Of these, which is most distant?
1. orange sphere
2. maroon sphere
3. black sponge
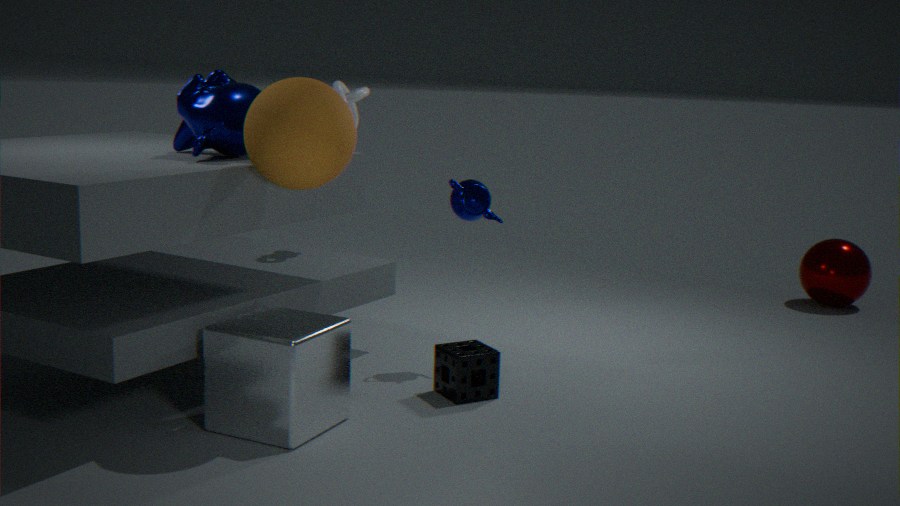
maroon sphere
